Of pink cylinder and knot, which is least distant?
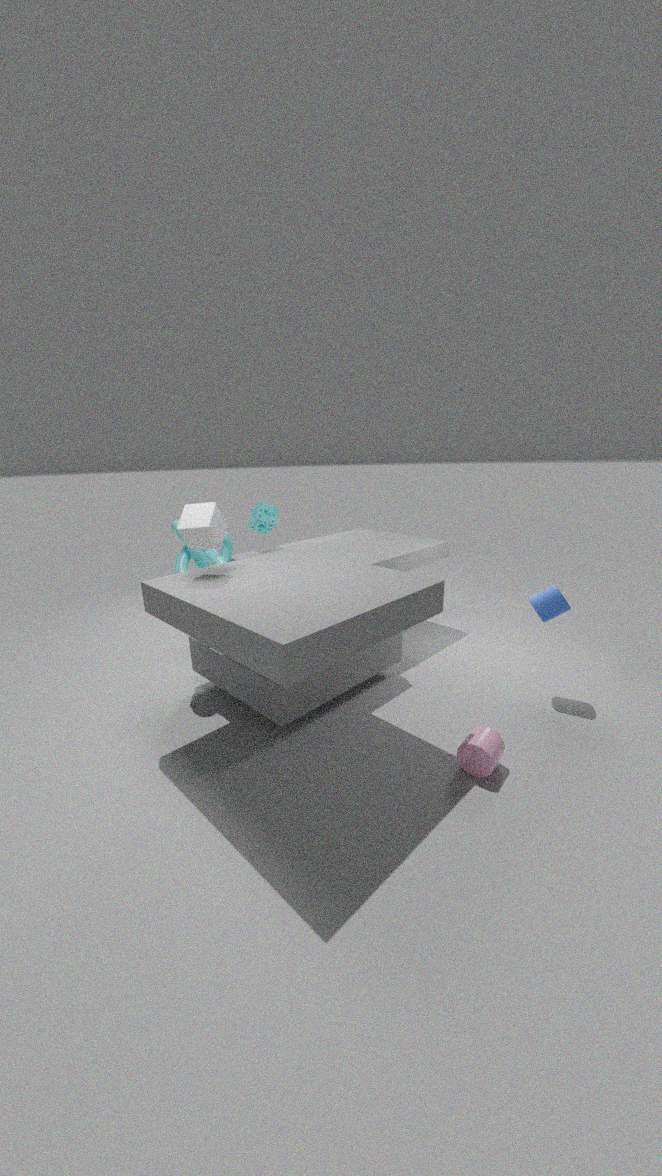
pink cylinder
